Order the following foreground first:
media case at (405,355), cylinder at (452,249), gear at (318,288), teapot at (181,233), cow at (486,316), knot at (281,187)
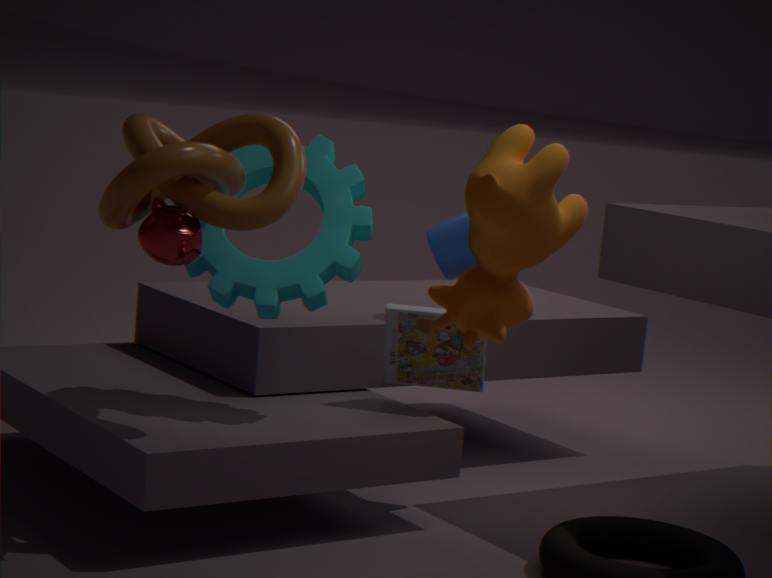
1. cow at (486,316)
2. knot at (281,187)
3. teapot at (181,233)
4. gear at (318,288)
5. media case at (405,355)
6. cylinder at (452,249)
